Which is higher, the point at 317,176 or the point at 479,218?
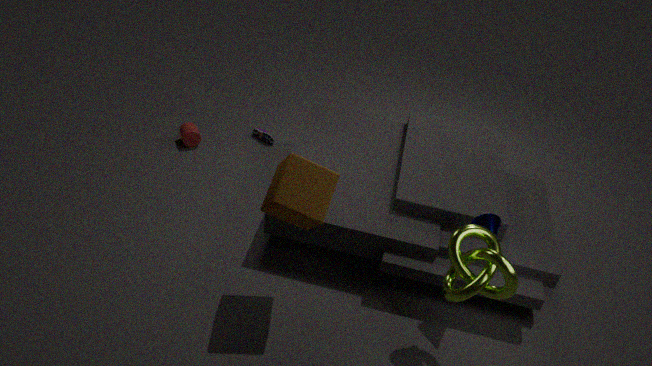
the point at 317,176
